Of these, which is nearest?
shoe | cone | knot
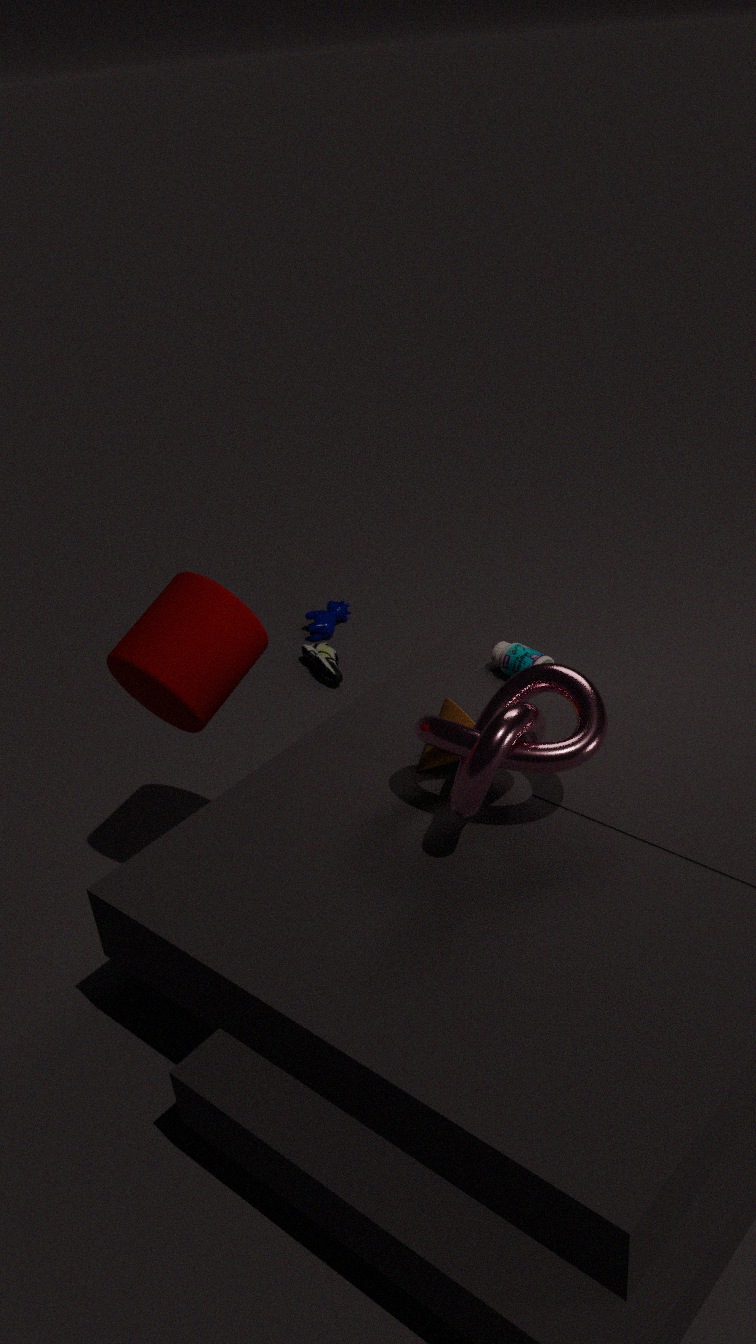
knot
